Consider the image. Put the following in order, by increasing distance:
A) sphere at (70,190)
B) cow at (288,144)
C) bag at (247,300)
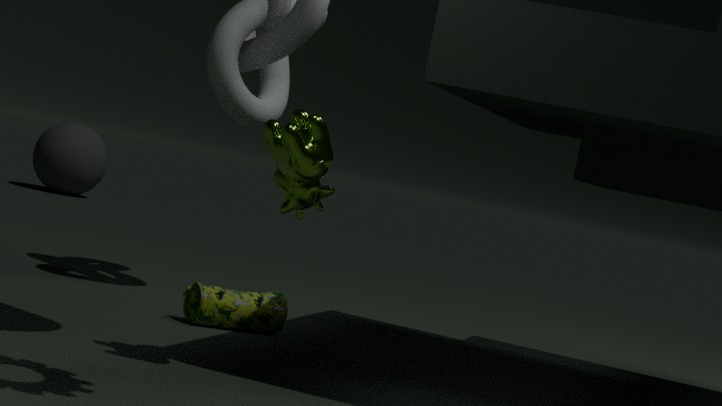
cow at (288,144)
bag at (247,300)
sphere at (70,190)
